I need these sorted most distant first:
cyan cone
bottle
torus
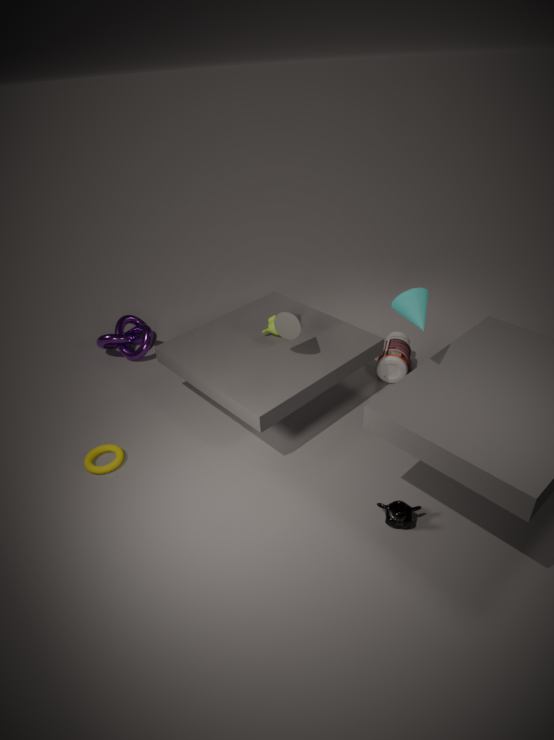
1. bottle
2. torus
3. cyan cone
